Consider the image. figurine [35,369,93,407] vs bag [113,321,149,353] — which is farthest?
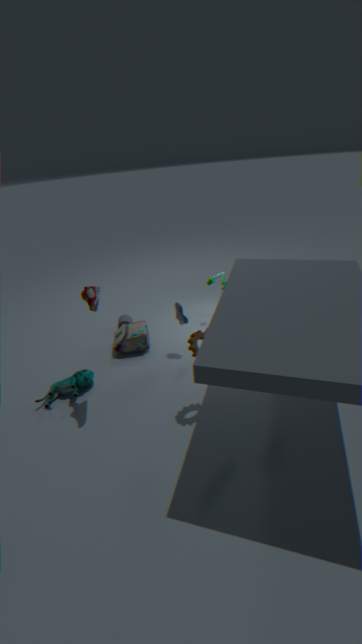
bag [113,321,149,353]
